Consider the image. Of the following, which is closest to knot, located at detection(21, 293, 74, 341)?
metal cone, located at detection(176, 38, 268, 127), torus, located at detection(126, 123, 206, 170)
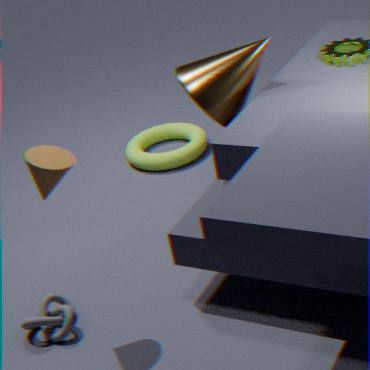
metal cone, located at detection(176, 38, 268, 127)
